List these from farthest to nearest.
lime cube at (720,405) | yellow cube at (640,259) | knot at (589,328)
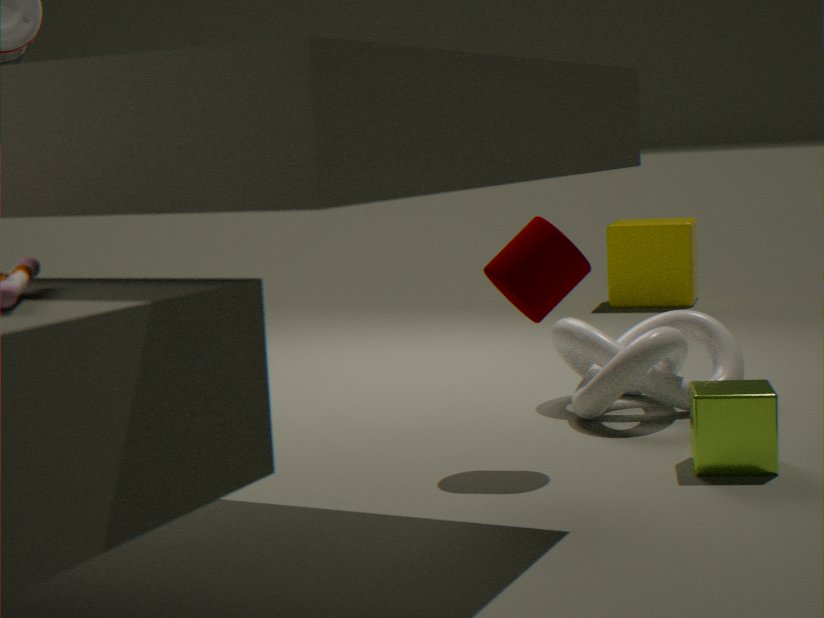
yellow cube at (640,259)
knot at (589,328)
lime cube at (720,405)
